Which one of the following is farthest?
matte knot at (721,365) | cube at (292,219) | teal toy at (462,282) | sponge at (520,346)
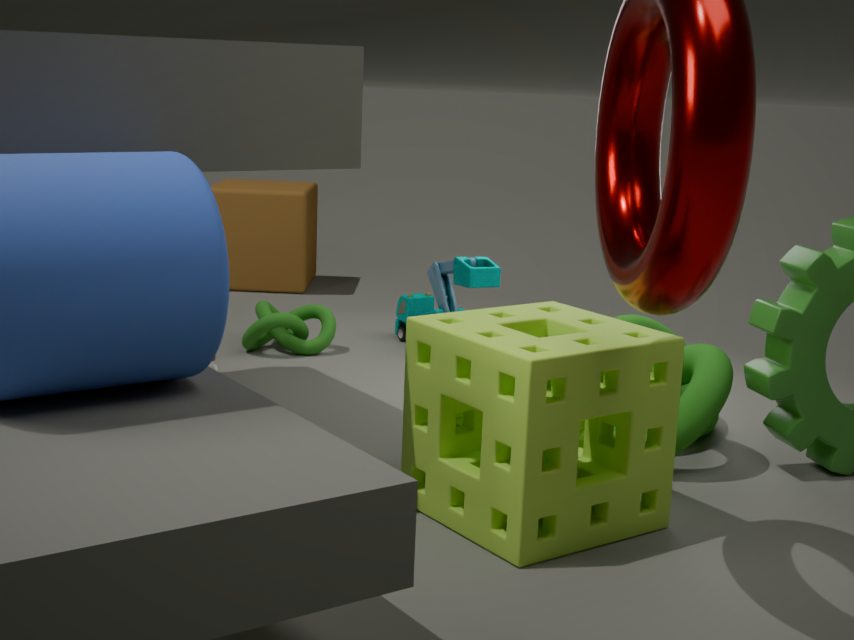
cube at (292,219)
